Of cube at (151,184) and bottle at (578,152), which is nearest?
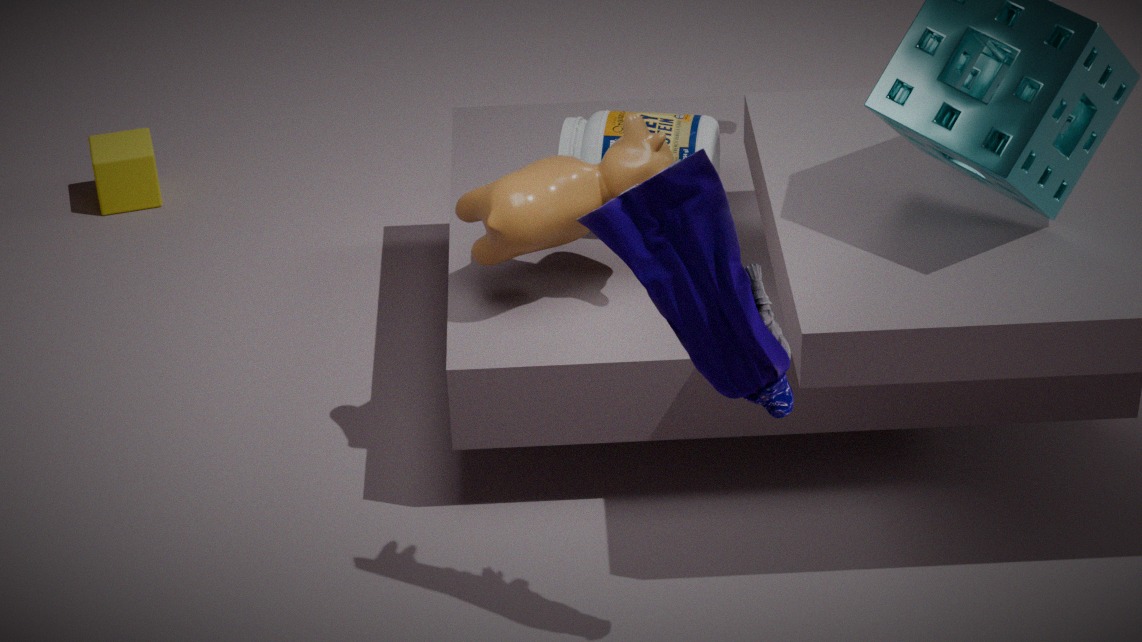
bottle at (578,152)
